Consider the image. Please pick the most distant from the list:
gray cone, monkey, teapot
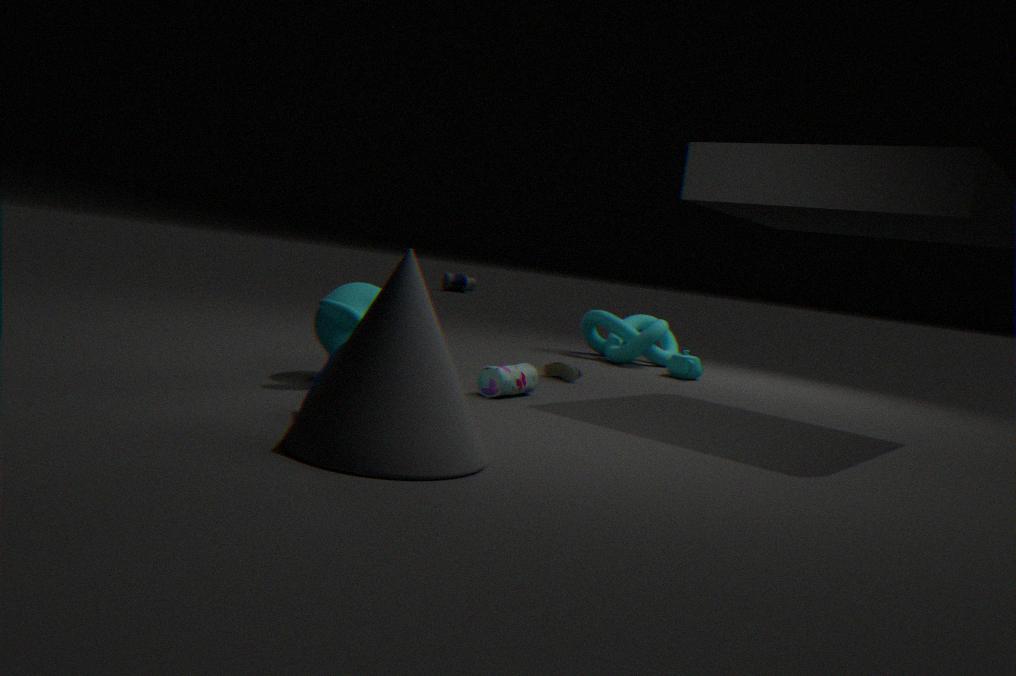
teapot
